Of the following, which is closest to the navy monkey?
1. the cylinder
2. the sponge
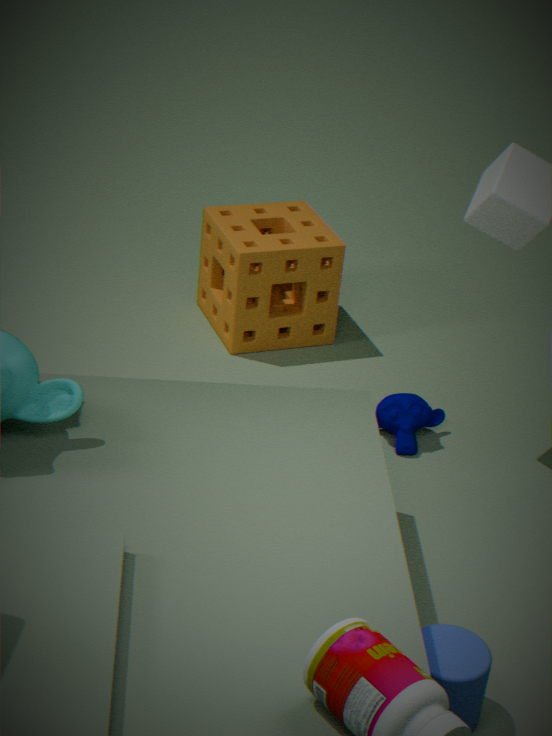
the sponge
